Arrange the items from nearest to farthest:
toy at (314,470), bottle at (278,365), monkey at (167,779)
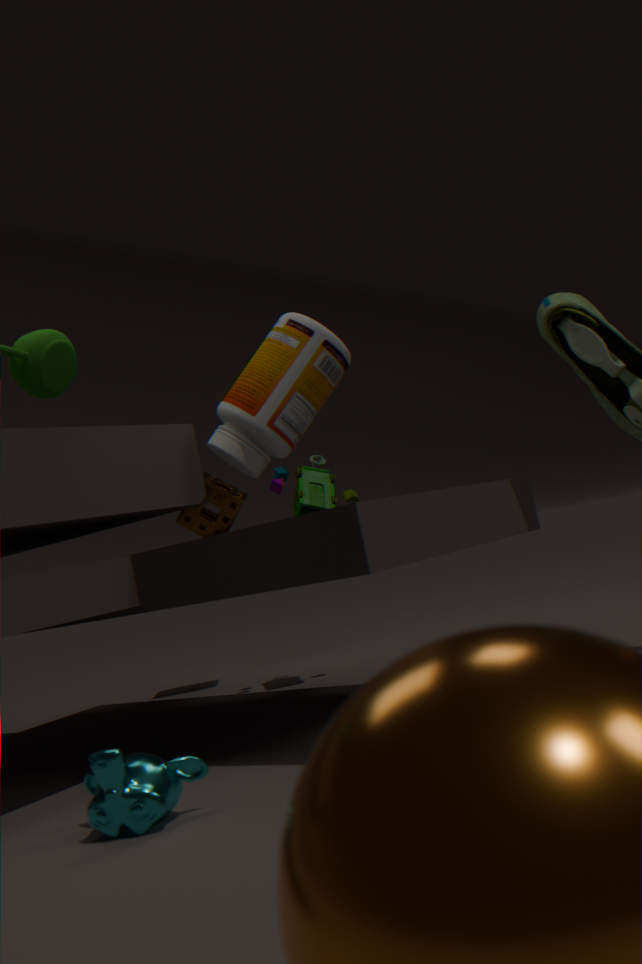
monkey at (167,779), bottle at (278,365), toy at (314,470)
